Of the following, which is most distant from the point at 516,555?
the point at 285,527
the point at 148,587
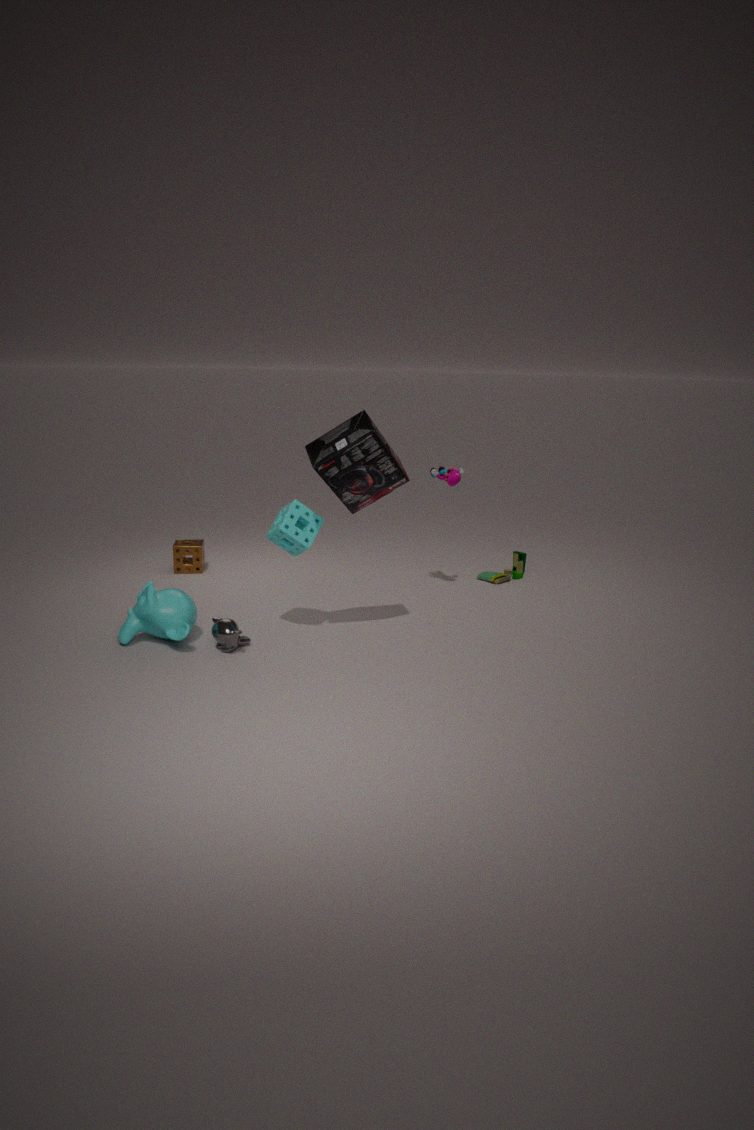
the point at 148,587
